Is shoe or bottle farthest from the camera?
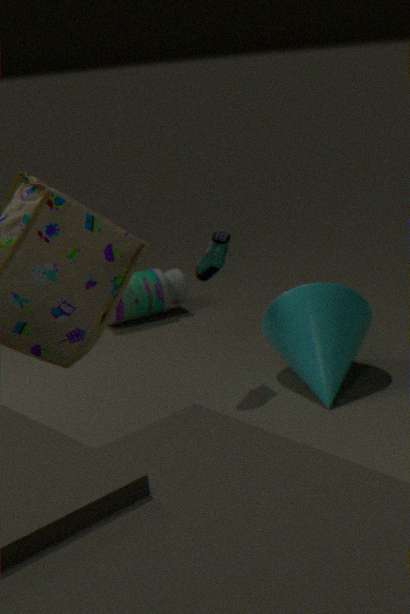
bottle
